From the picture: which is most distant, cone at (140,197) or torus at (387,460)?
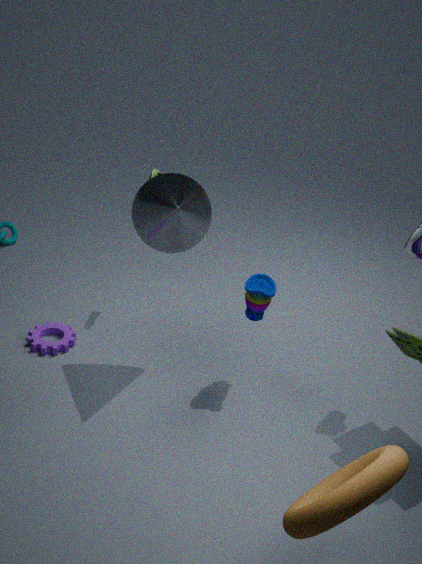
cone at (140,197)
